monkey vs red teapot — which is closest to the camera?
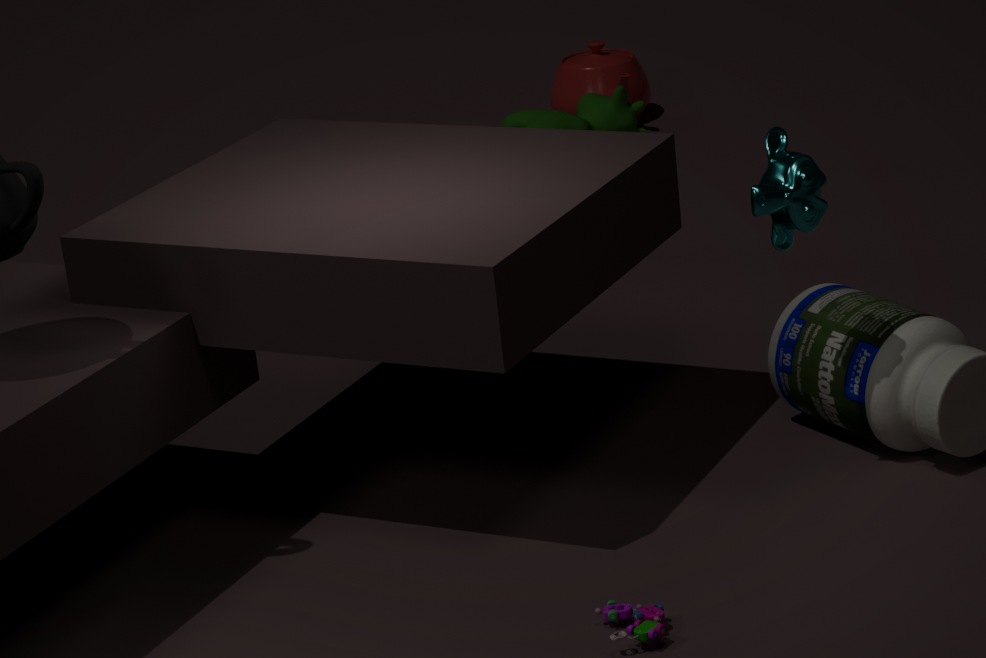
monkey
